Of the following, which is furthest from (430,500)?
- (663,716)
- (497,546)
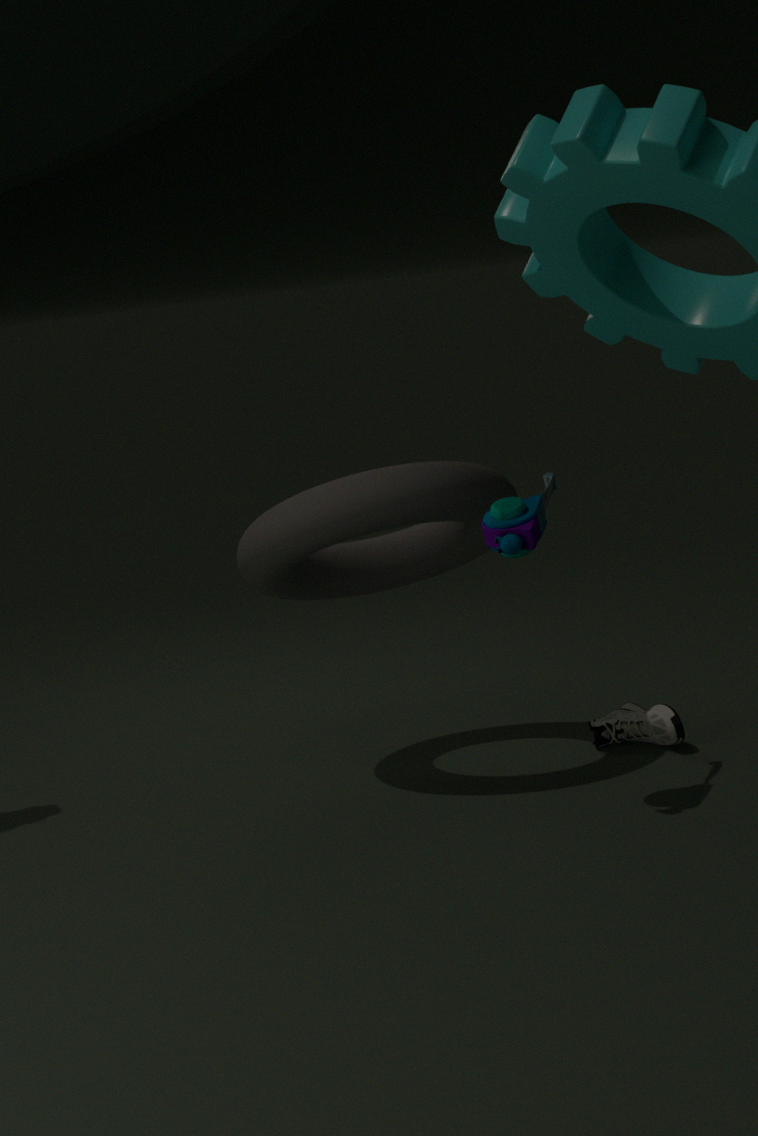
(663,716)
